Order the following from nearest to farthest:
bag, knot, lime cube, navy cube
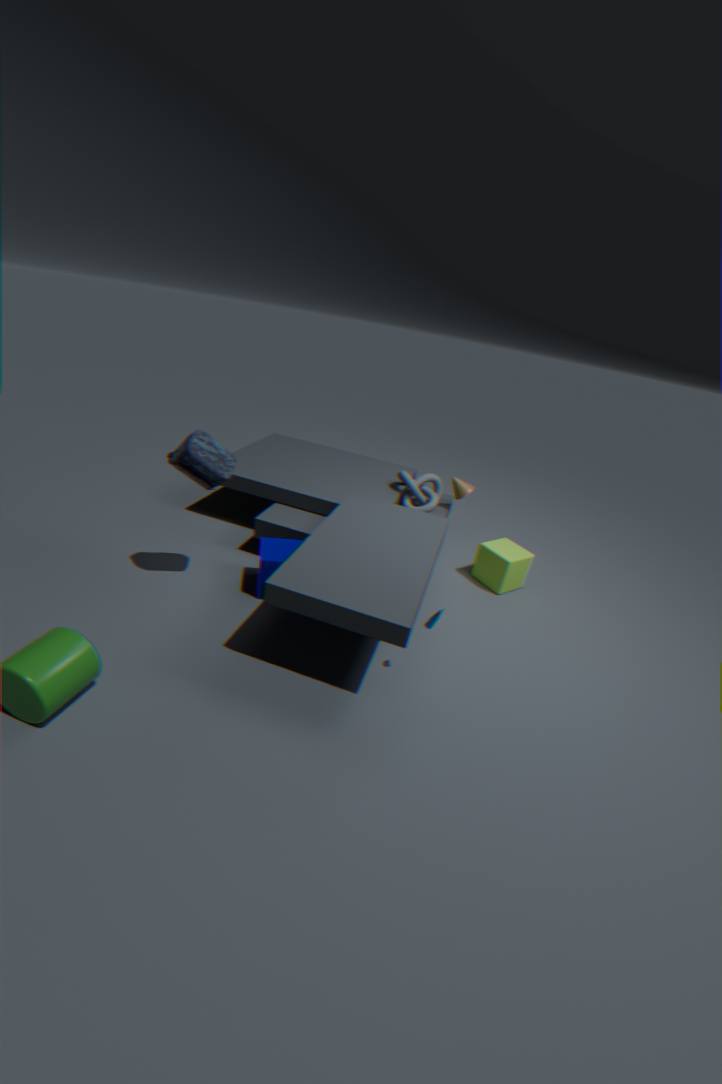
bag → navy cube → lime cube → knot
